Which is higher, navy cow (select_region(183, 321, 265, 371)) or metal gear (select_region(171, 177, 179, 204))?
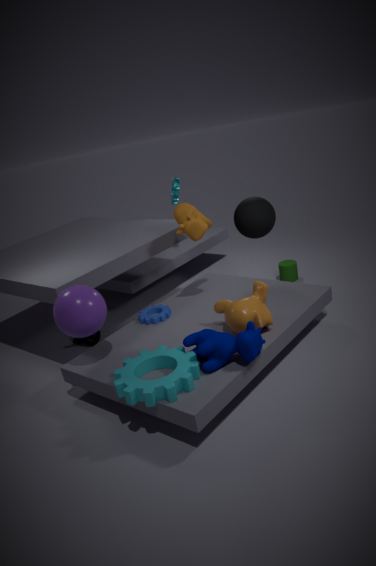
metal gear (select_region(171, 177, 179, 204))
